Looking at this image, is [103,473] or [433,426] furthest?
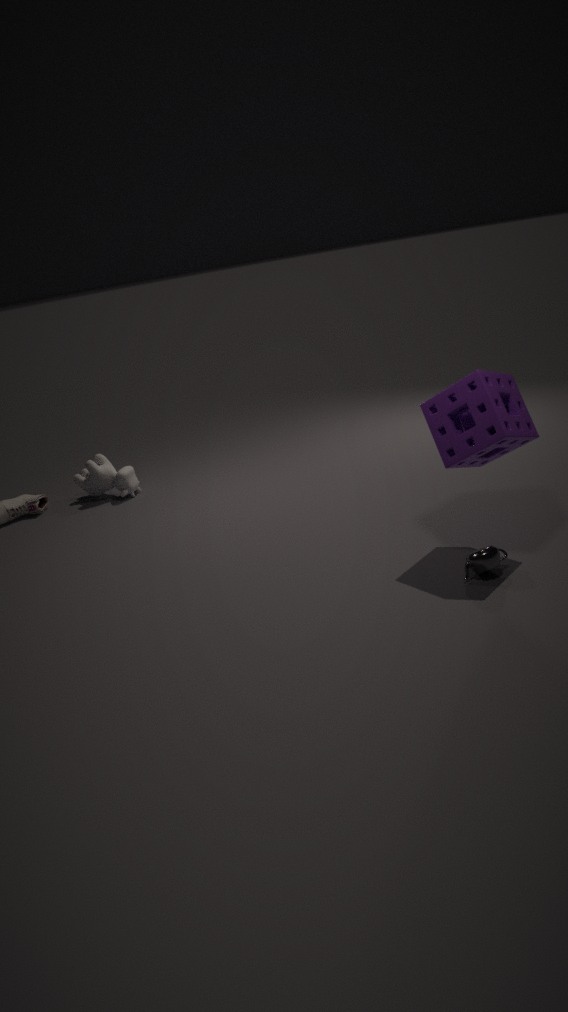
[103,473]
